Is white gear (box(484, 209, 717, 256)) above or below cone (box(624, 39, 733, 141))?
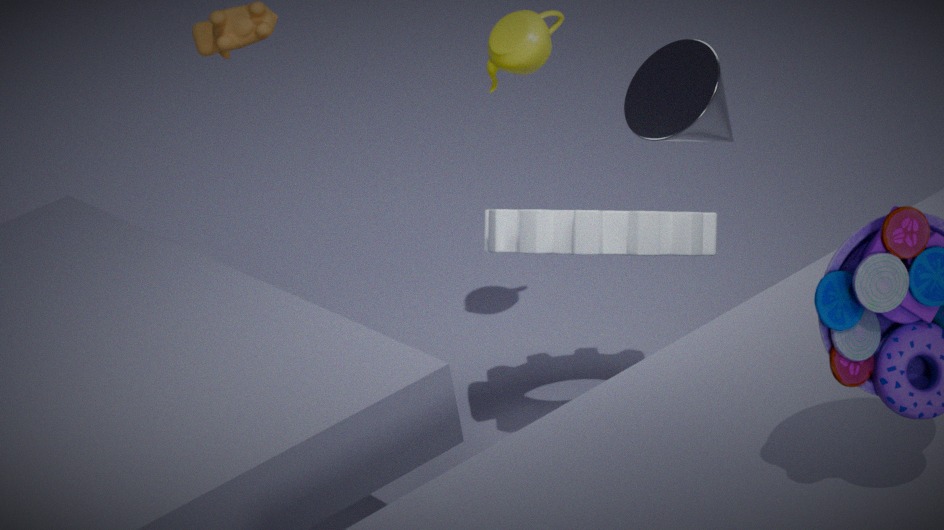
below
